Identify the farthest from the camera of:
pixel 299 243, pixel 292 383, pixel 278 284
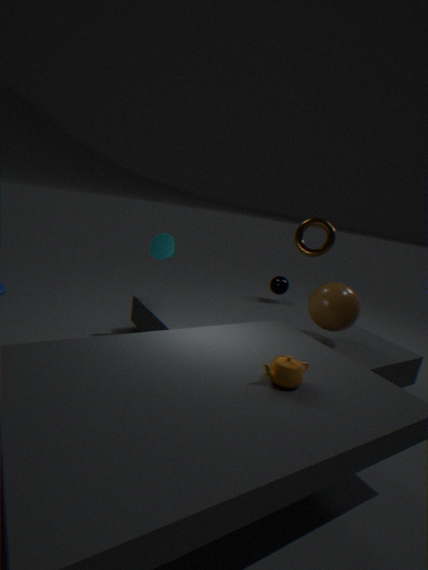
pixel 278 284
